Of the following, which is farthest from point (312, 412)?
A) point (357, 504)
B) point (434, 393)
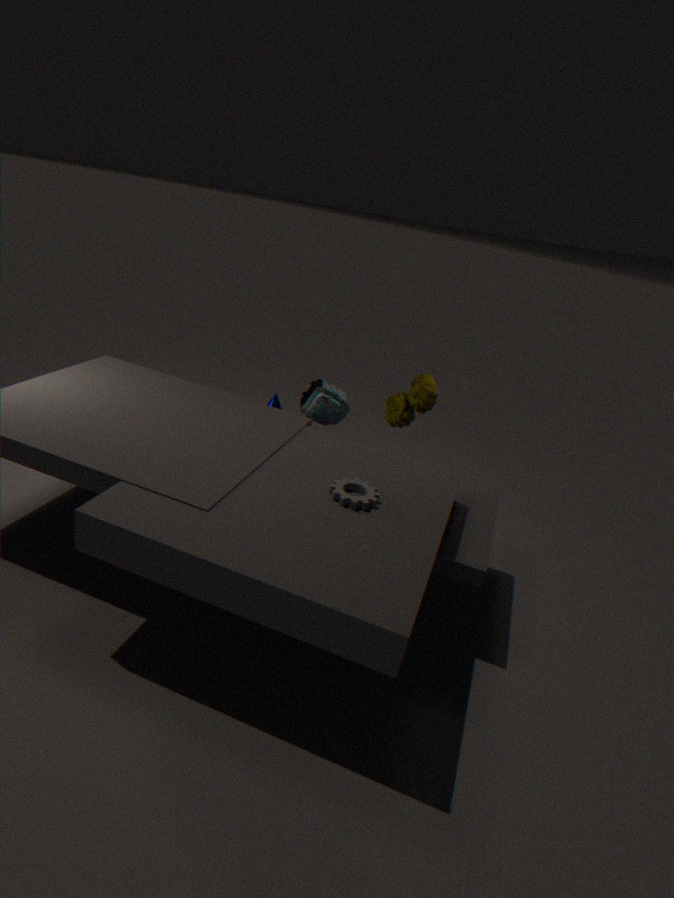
point (357, 504)
